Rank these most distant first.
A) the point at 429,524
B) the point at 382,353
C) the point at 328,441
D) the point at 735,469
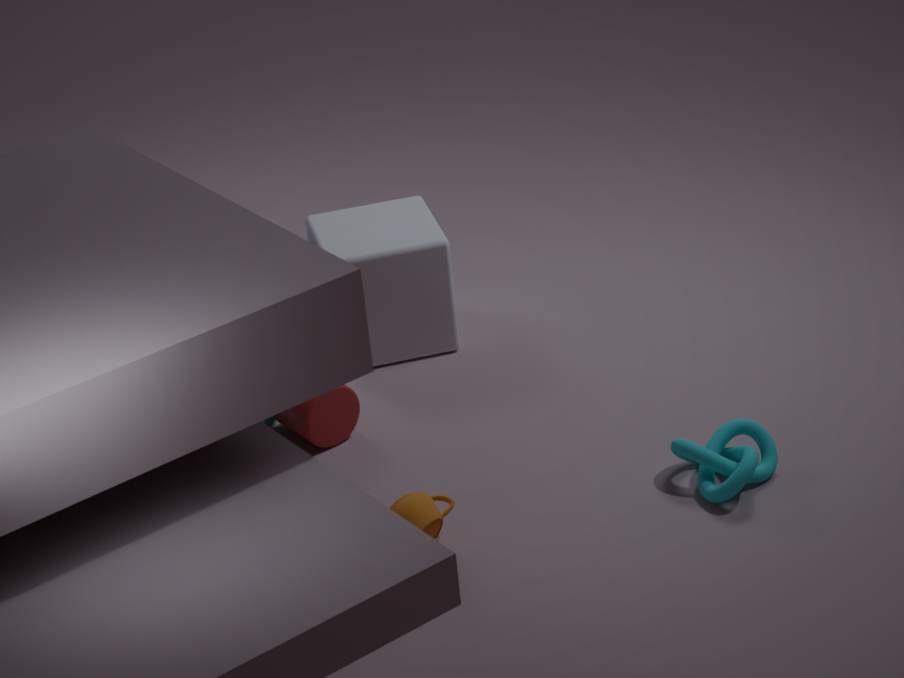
the point at 382,353, the point at 328,441, the point at 735,469, the point at 429,524
